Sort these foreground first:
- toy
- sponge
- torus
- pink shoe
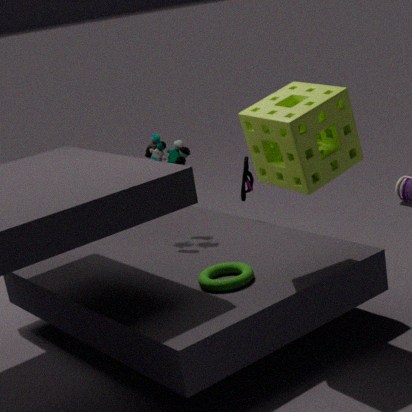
sponge, torus, toy, pink shoe
